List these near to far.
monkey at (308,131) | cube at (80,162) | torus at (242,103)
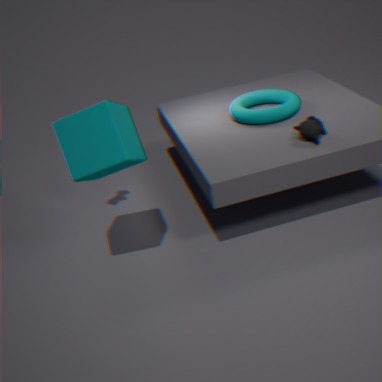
cube at (80,162) → monkey at (308,131) → torus at (242,103)
